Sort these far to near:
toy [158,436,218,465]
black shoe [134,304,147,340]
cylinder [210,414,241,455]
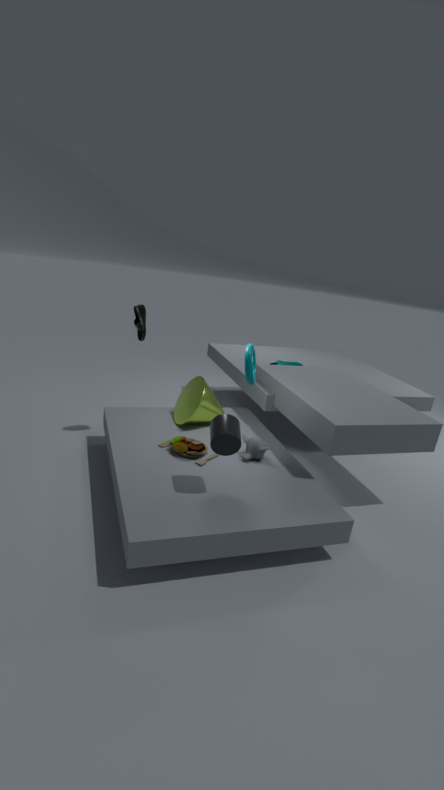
black shoe [134,304,147,340], toy [158,436,218,465], cylinder [210,414,241,455]
